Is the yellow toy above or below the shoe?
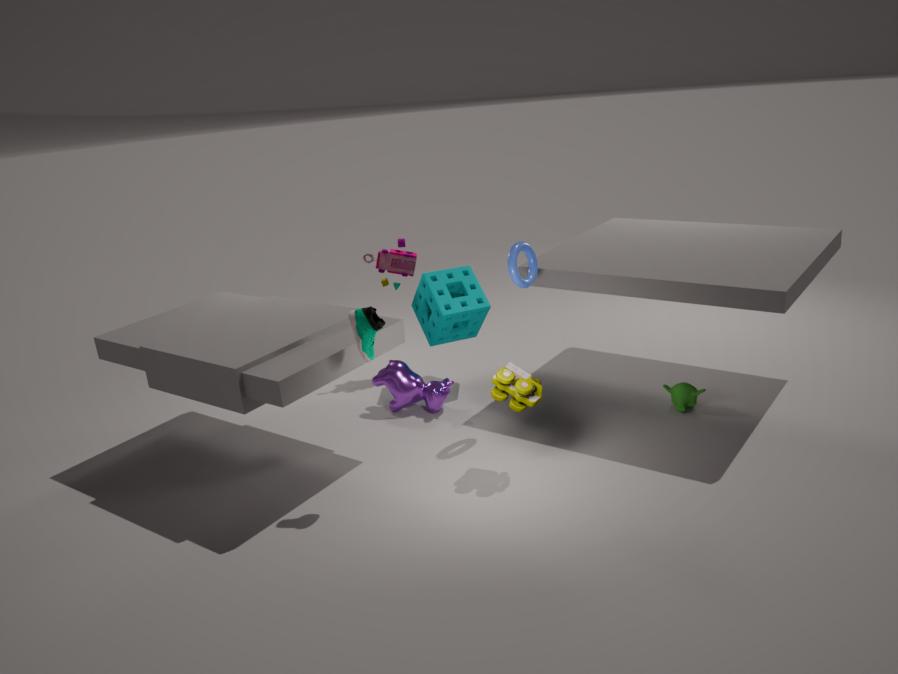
below
